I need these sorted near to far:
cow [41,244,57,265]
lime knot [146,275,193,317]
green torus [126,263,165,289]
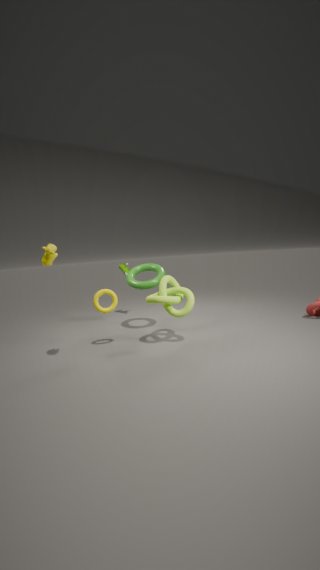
cow [41,244,57,265], lime knot [146,275,193,317], green torus [126,263,165,289]
